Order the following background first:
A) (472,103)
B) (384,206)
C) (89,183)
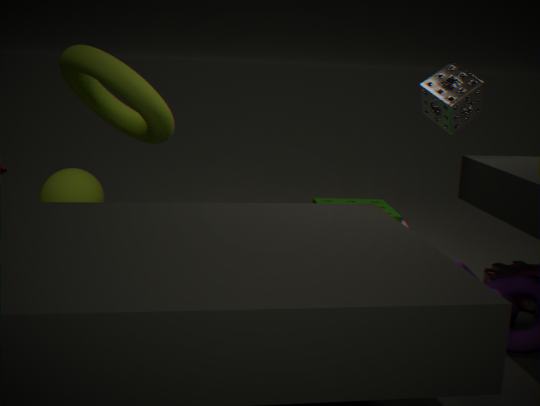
(89,183), (384,206), (472,103)
